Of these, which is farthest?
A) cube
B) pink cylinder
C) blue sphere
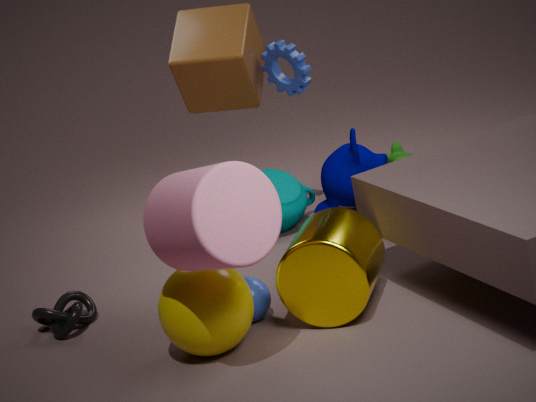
cube
